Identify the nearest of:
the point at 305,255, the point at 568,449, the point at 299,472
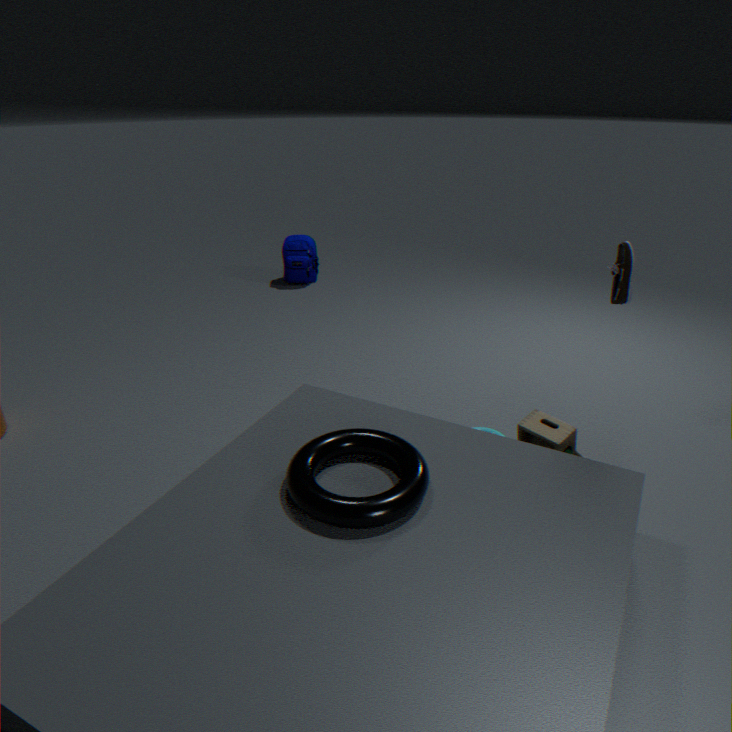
the point at 299,472
